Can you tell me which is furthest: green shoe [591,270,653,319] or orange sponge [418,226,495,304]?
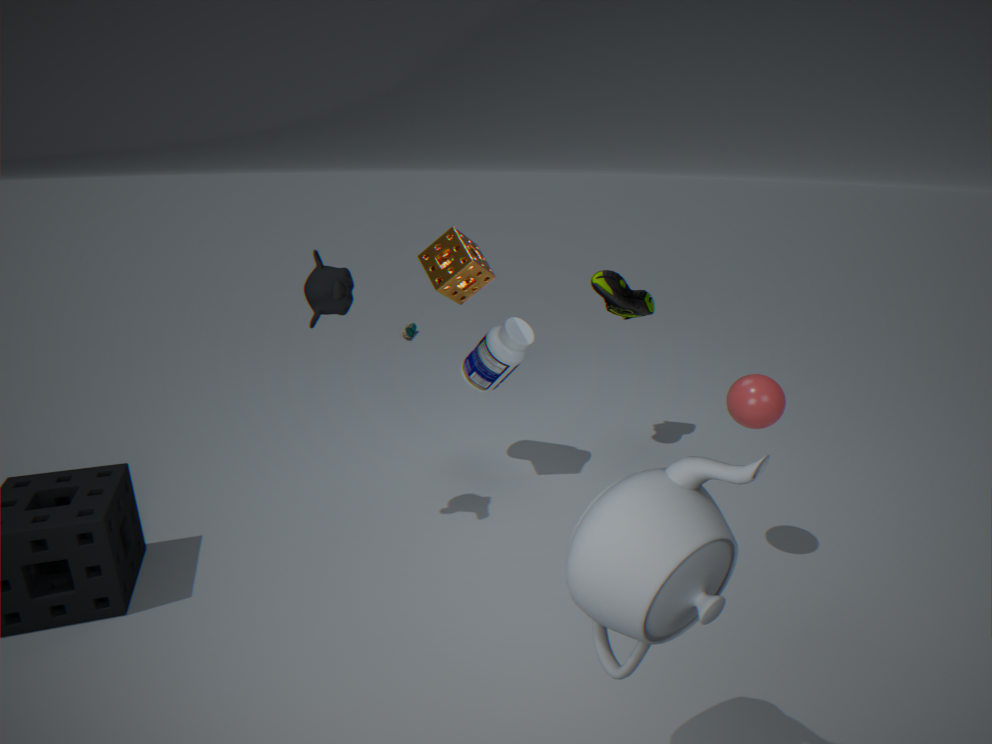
green shoe [591,270,653,319]
